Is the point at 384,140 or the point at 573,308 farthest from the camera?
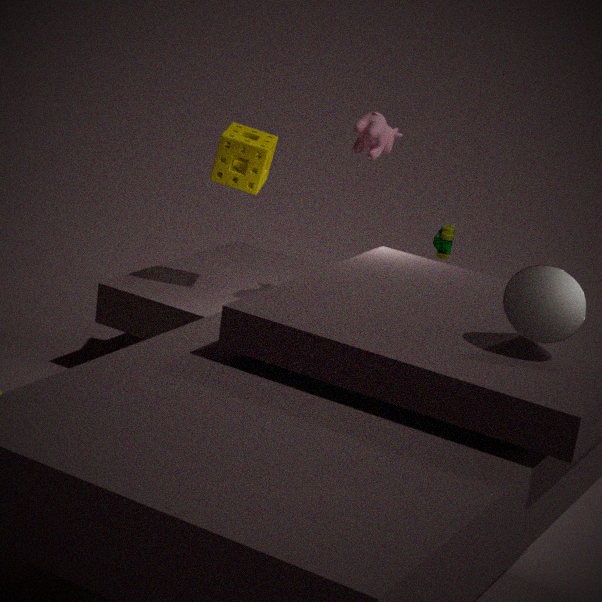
the point at 384,140
